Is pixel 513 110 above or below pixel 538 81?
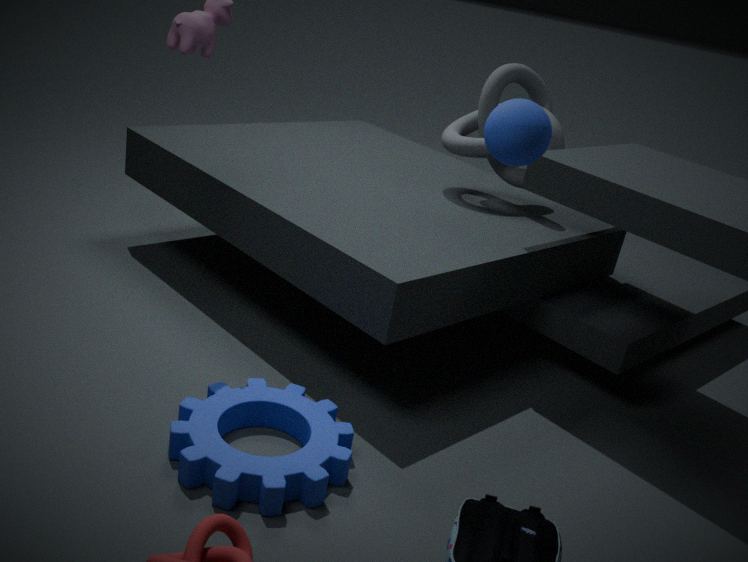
above
